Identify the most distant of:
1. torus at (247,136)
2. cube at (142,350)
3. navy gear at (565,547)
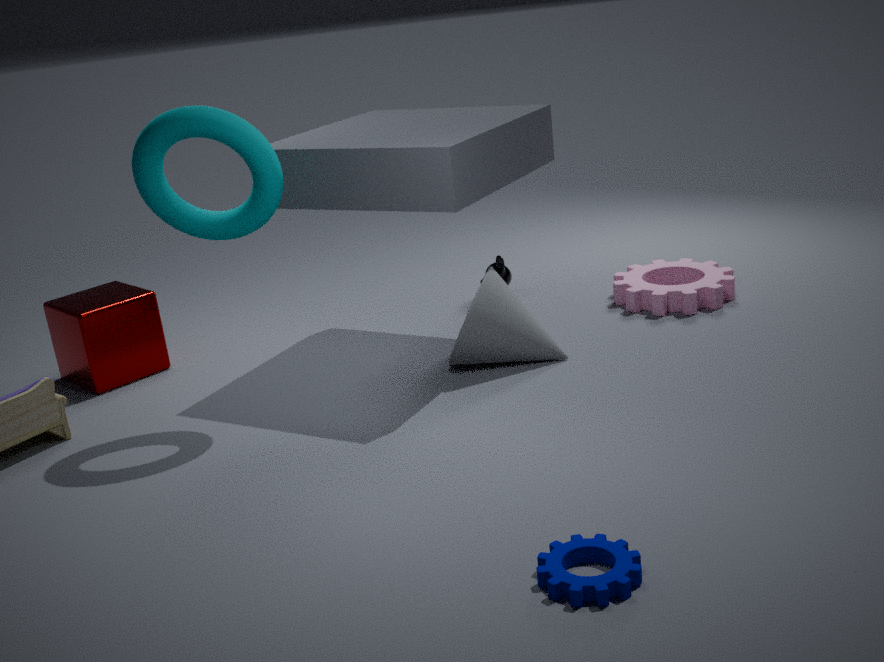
cube at (142,350)
